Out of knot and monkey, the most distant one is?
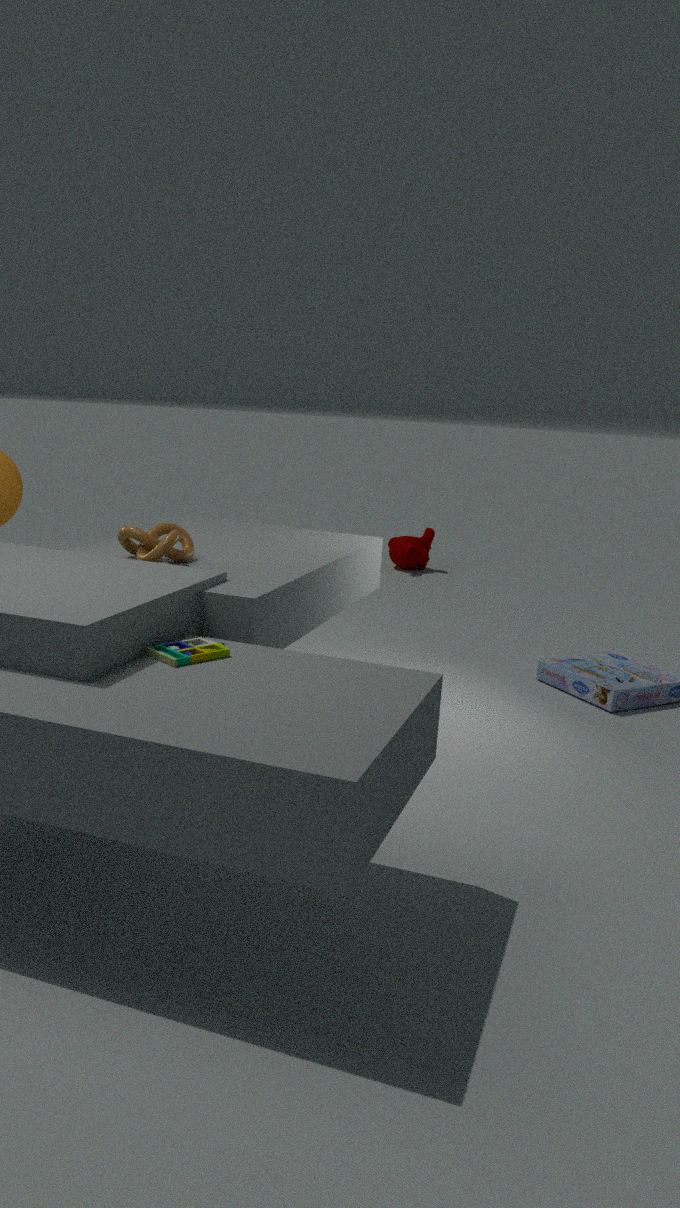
monkey
